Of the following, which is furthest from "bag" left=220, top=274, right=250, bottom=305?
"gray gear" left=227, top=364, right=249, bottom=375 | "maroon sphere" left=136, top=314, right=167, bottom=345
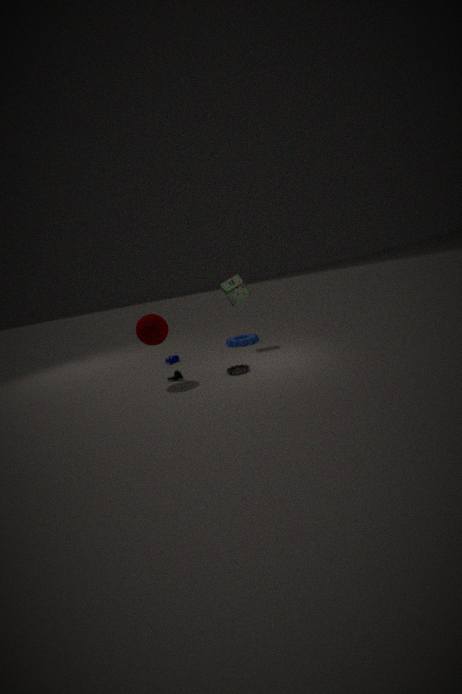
"maroon sphere" left=136, top=314, right=167, bottom=345
